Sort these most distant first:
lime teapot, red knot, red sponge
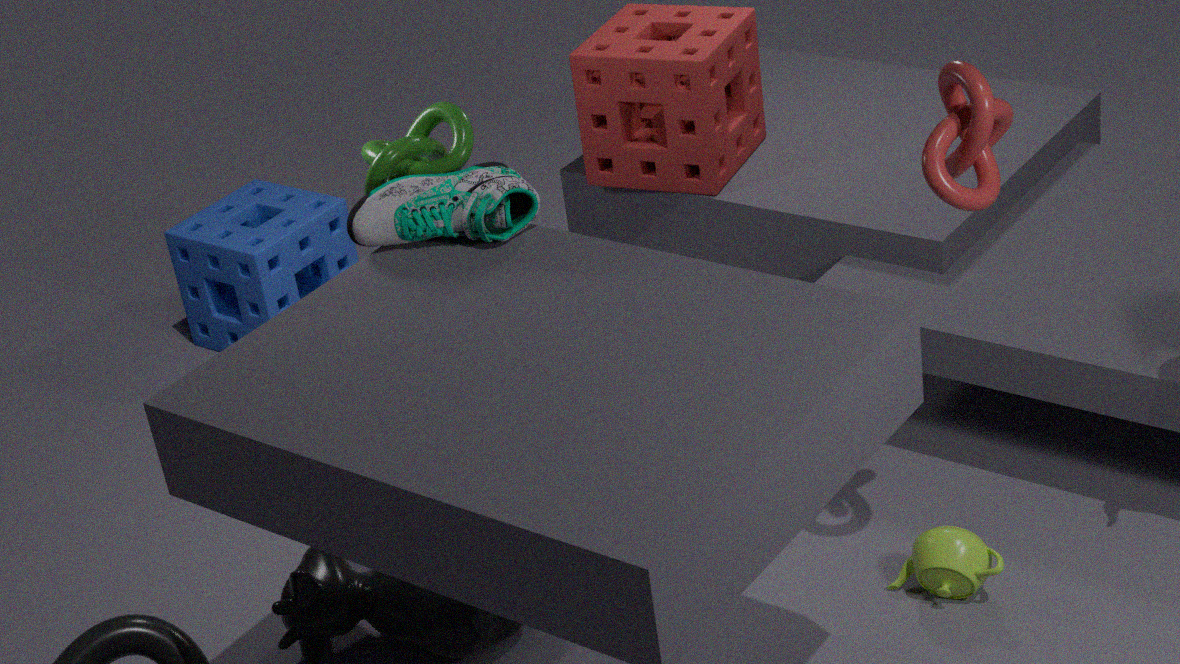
red sponge → lime teapot → red knot
